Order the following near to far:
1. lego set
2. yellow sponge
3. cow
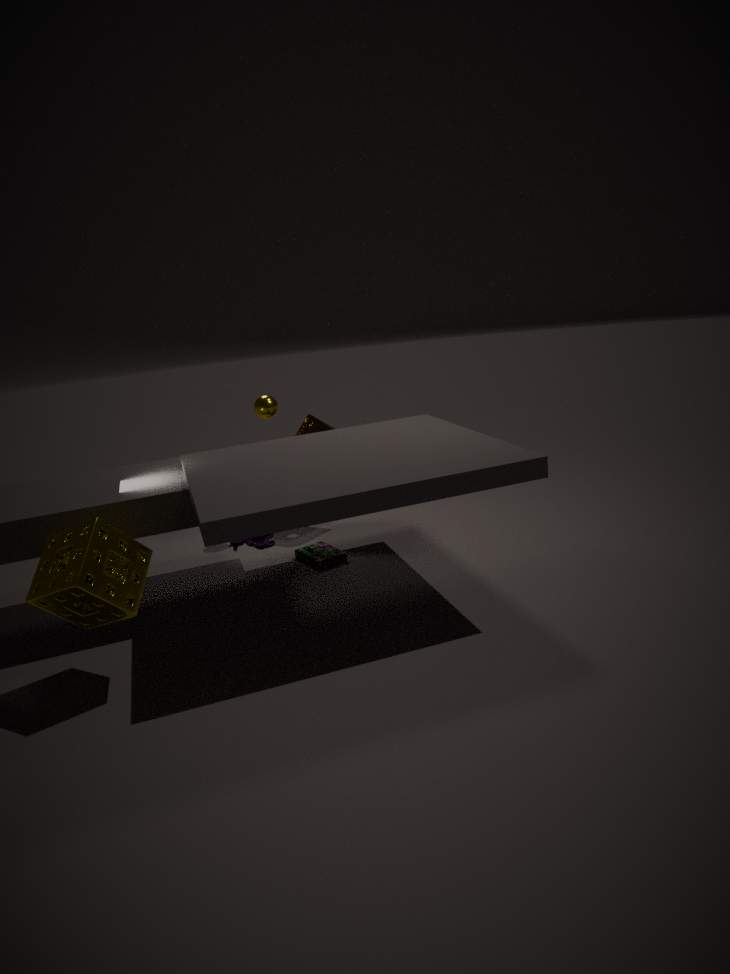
yellow sponge → cow → lego set
